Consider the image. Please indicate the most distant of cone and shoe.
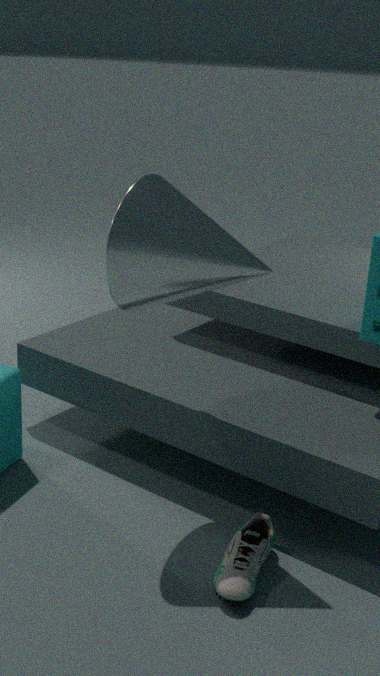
cone
